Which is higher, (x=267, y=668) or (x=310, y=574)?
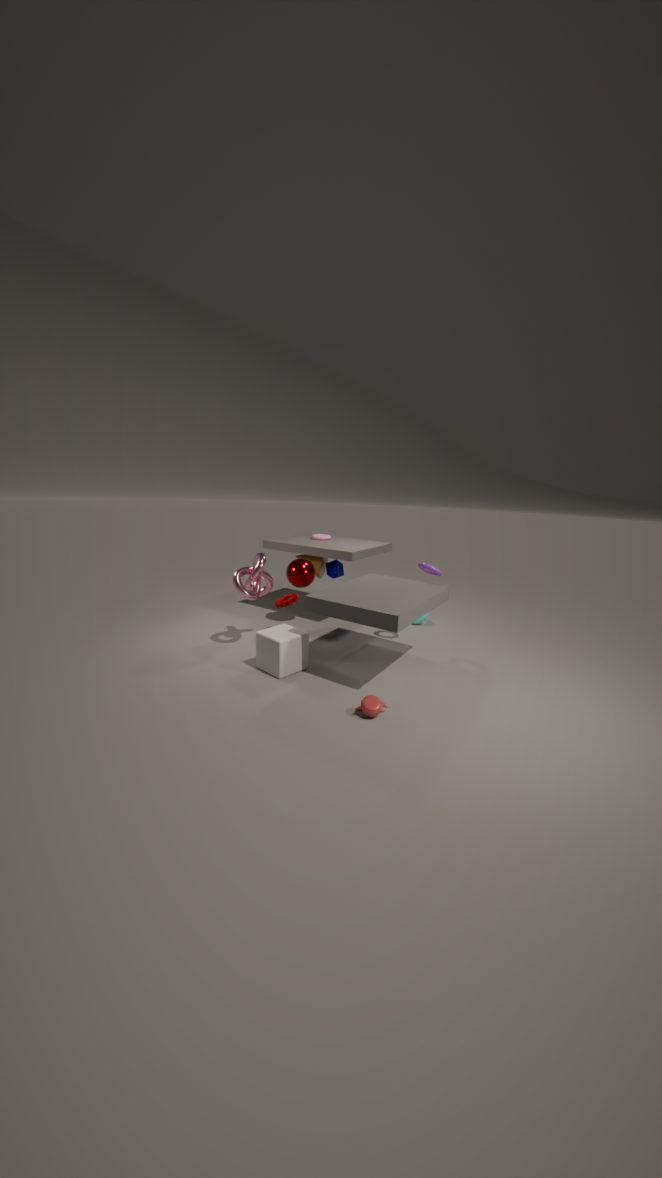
(x=310, y=574)
